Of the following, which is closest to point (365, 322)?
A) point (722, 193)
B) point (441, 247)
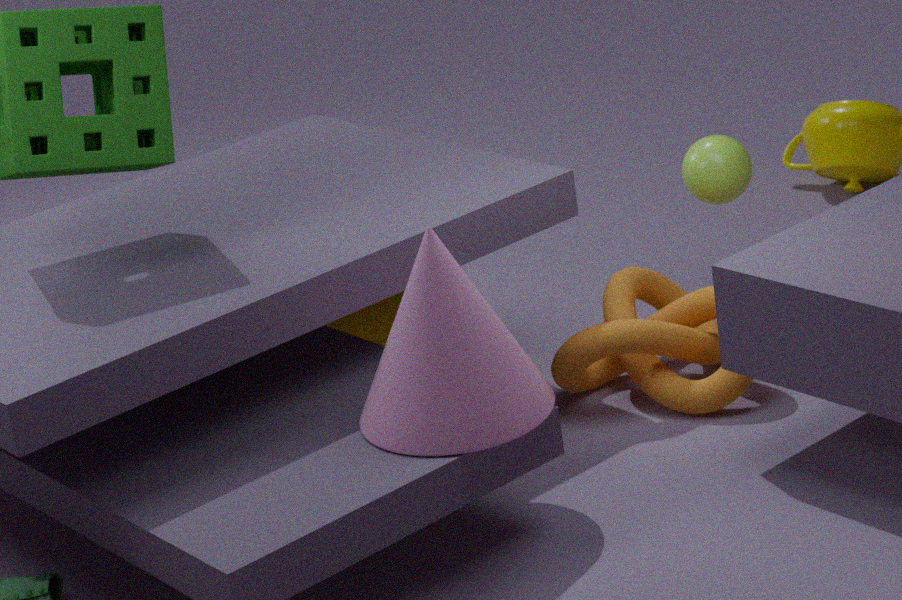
point (441, 247)
